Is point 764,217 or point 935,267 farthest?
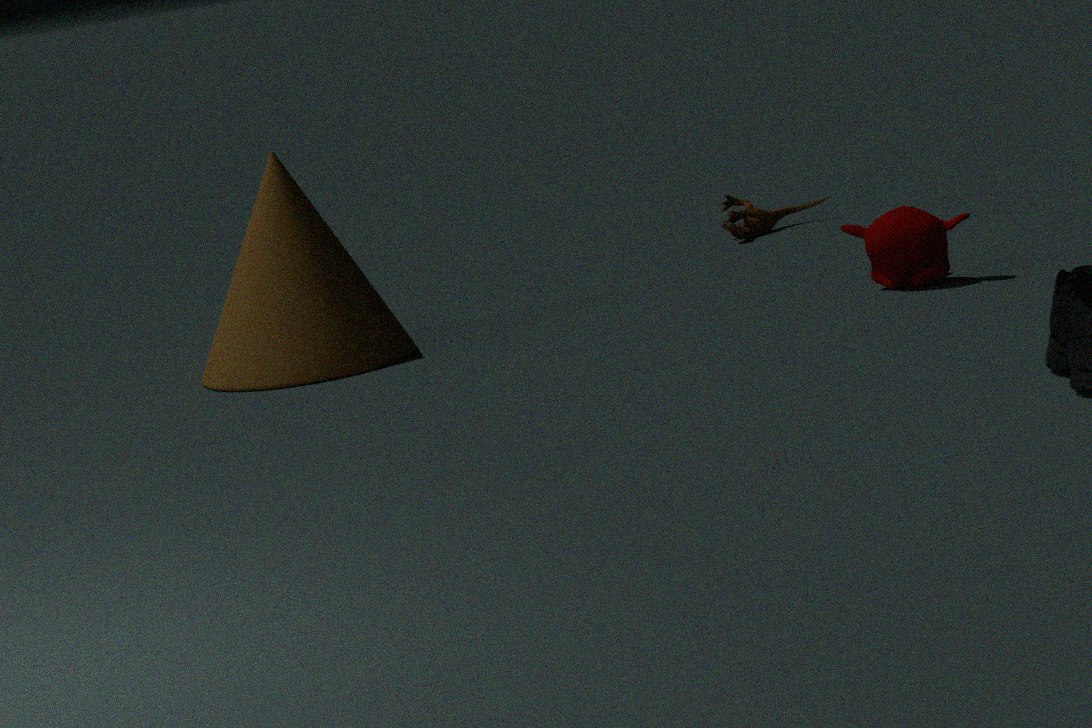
point 764,217
